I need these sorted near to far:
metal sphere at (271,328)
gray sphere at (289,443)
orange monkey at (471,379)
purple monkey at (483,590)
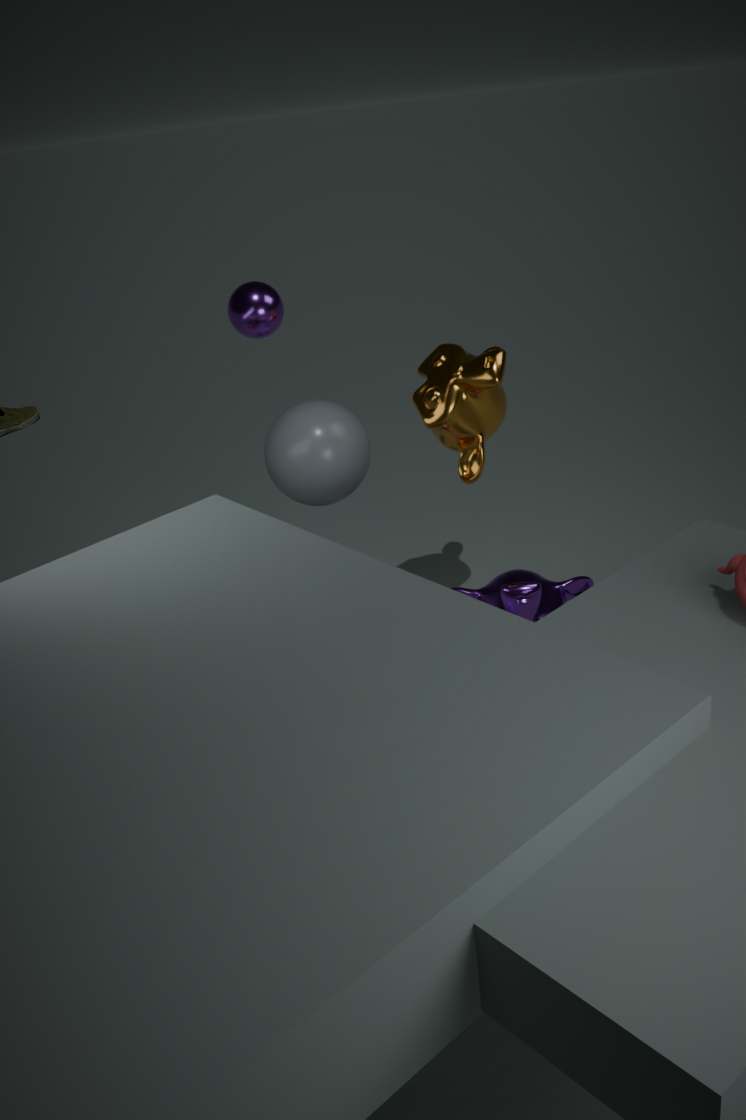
1. orange monkey at (471,379)
2. purple monkey at (483,590)
3. metal sphere at (271,328)
4. gray sphere at (289,443)
